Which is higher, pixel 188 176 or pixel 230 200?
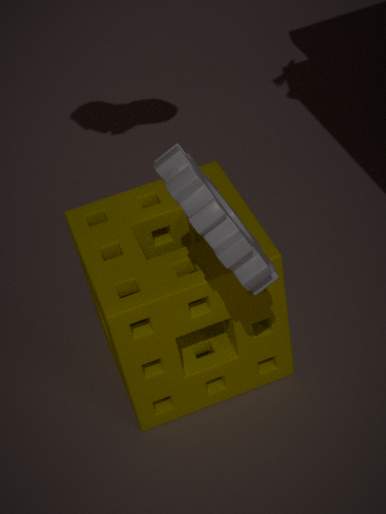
pixel 188 176
